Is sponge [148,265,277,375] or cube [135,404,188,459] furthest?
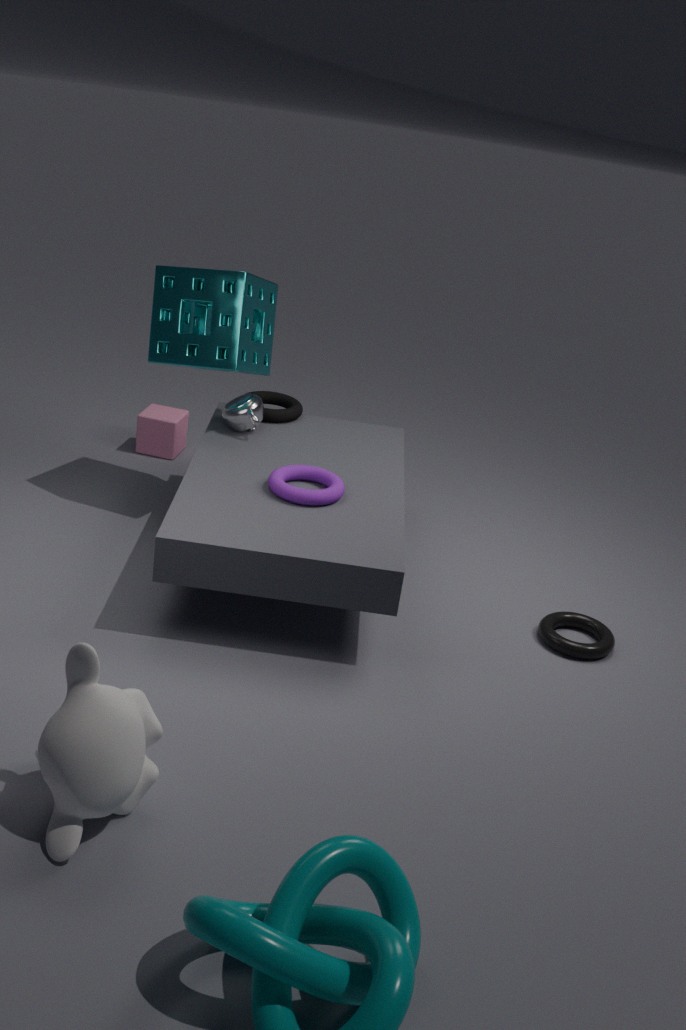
cube [135,404,188,459]
